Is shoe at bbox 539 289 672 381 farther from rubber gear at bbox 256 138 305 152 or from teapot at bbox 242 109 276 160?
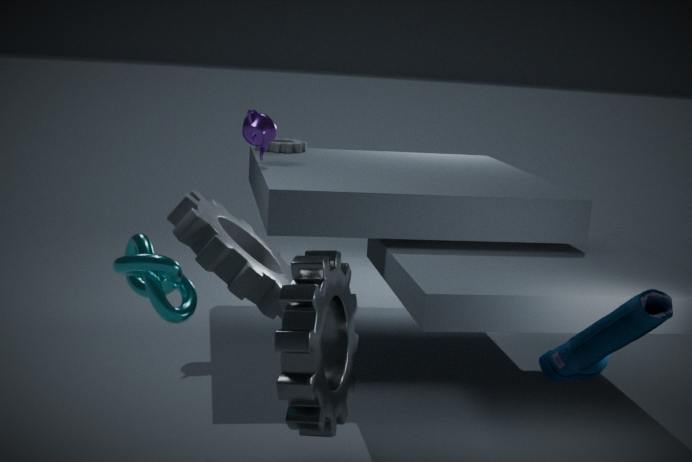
rubber gear at bbox 256 138 305 152
